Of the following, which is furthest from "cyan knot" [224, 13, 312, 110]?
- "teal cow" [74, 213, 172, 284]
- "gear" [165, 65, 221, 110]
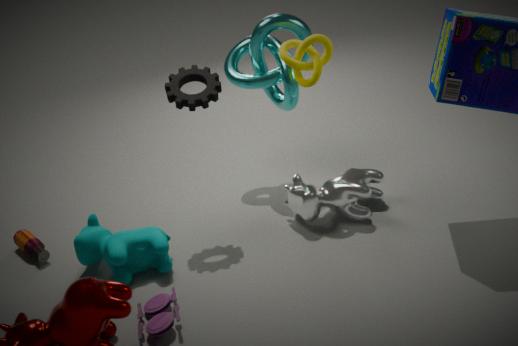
"teal cow" [74, 213, 172, 284]
